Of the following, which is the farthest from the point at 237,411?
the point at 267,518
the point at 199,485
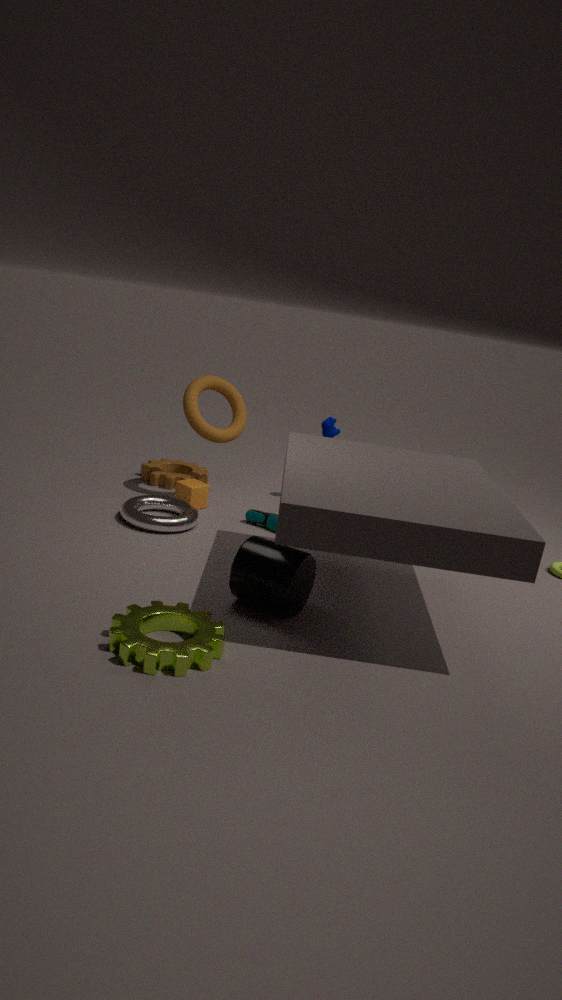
the point at 267,518
